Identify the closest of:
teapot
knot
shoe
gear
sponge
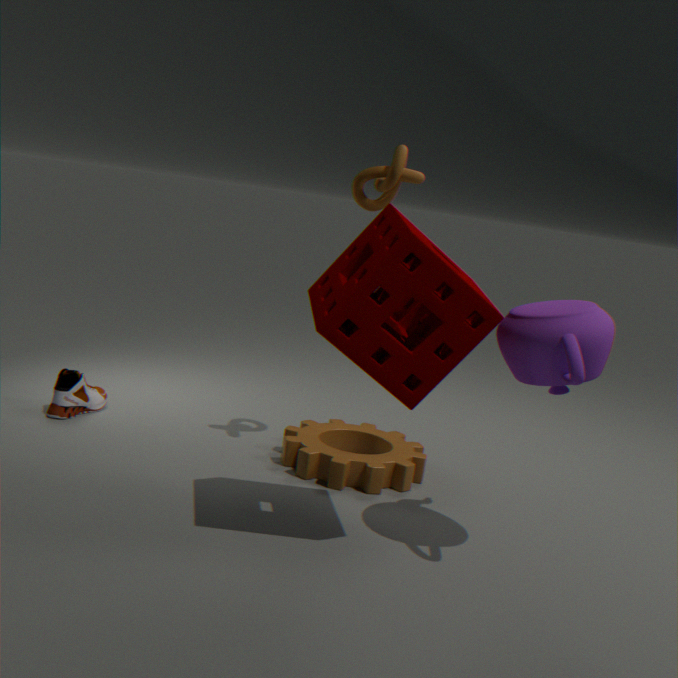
sponge
